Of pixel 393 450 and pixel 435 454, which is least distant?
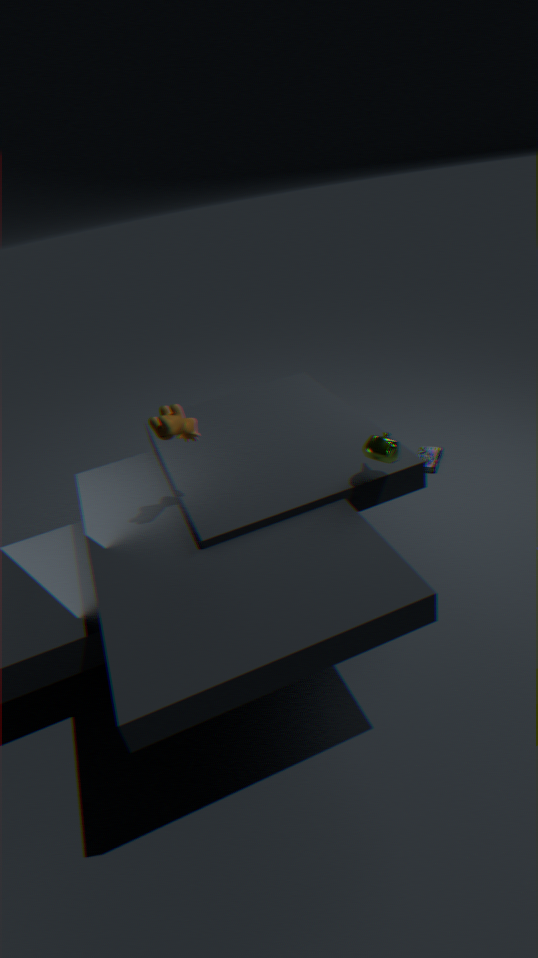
pixel 393 450
